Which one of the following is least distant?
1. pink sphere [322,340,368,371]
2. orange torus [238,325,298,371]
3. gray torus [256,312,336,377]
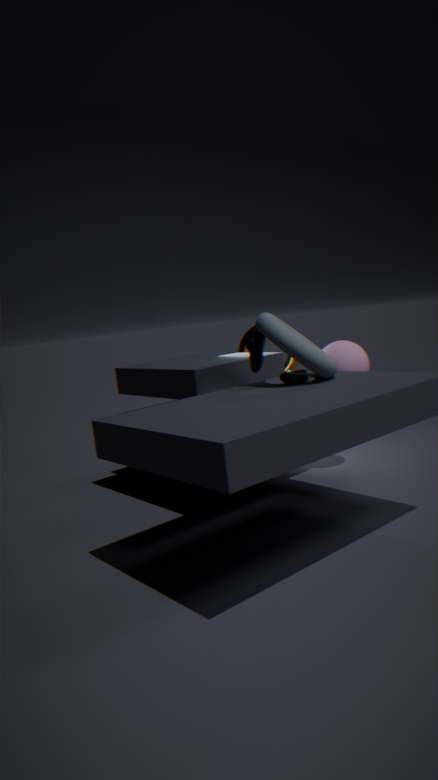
gray torus [256,312,336,377]
